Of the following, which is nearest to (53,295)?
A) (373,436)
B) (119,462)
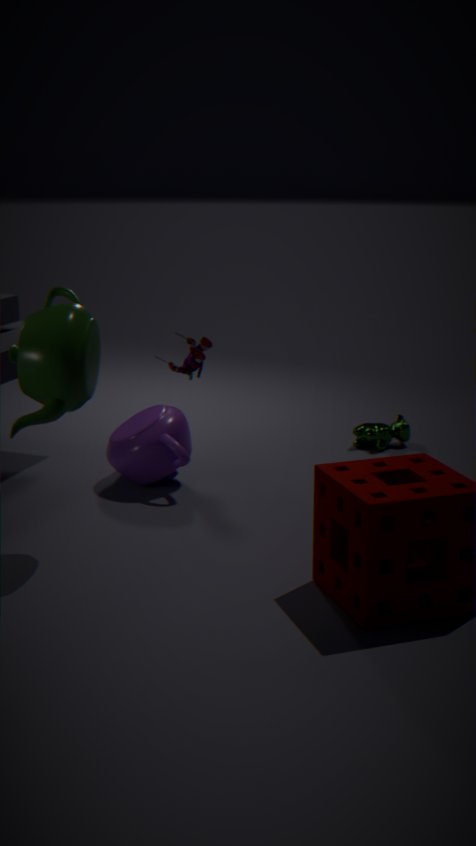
(119,462)
